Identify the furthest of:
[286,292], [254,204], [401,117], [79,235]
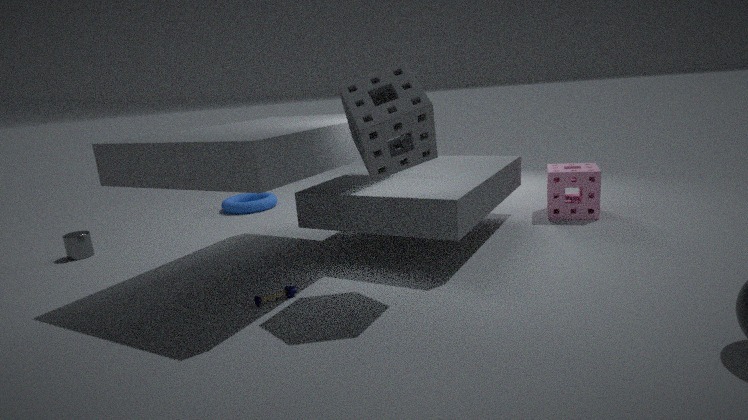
[254,204]
